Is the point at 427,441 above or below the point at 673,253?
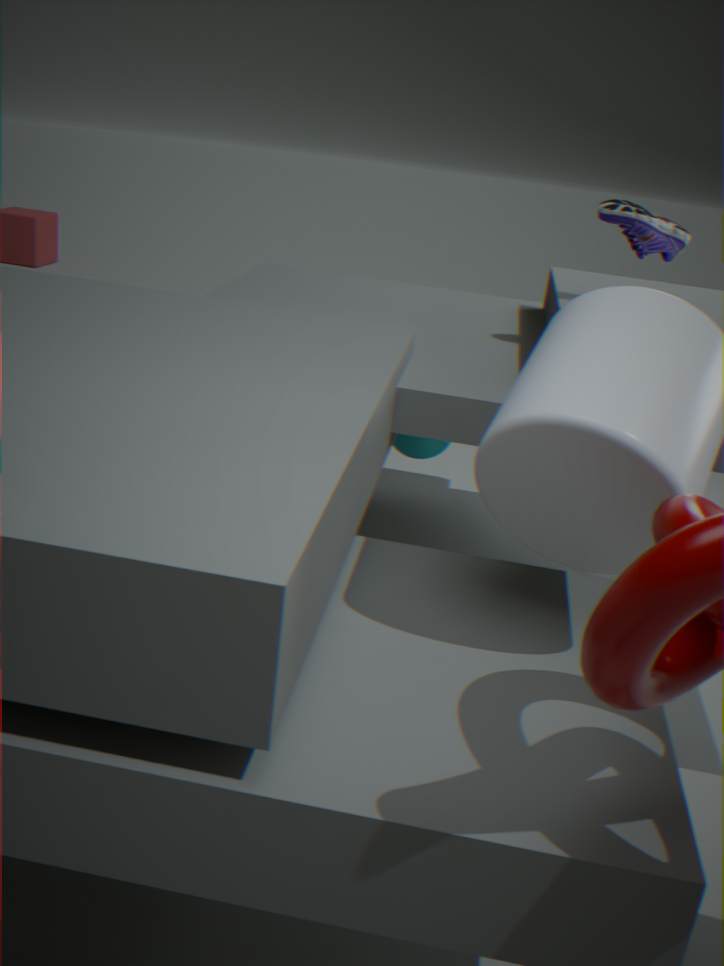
below
